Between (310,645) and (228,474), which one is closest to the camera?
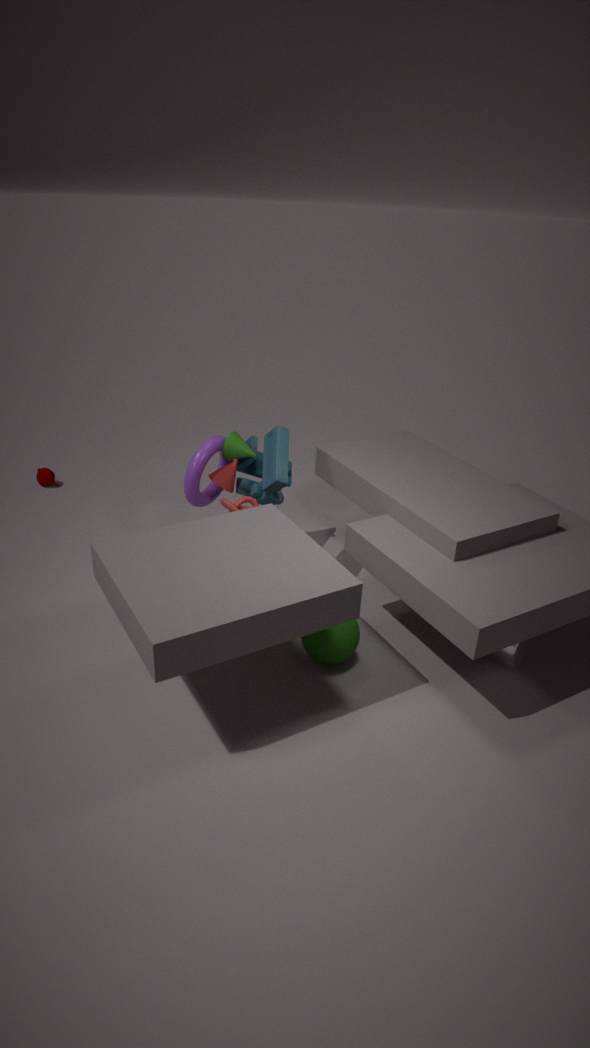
(310,645)
